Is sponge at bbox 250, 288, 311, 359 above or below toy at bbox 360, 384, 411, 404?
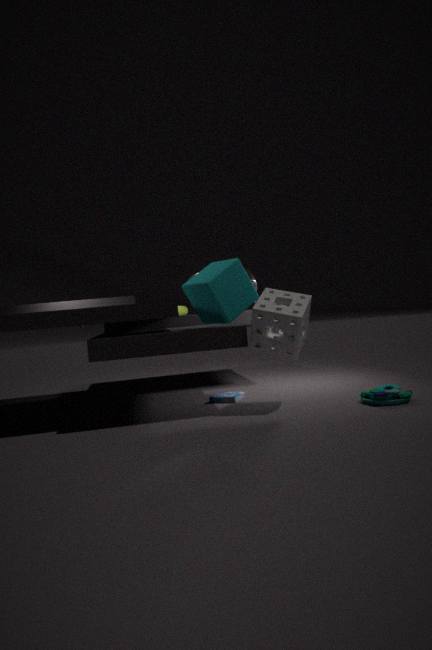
above
